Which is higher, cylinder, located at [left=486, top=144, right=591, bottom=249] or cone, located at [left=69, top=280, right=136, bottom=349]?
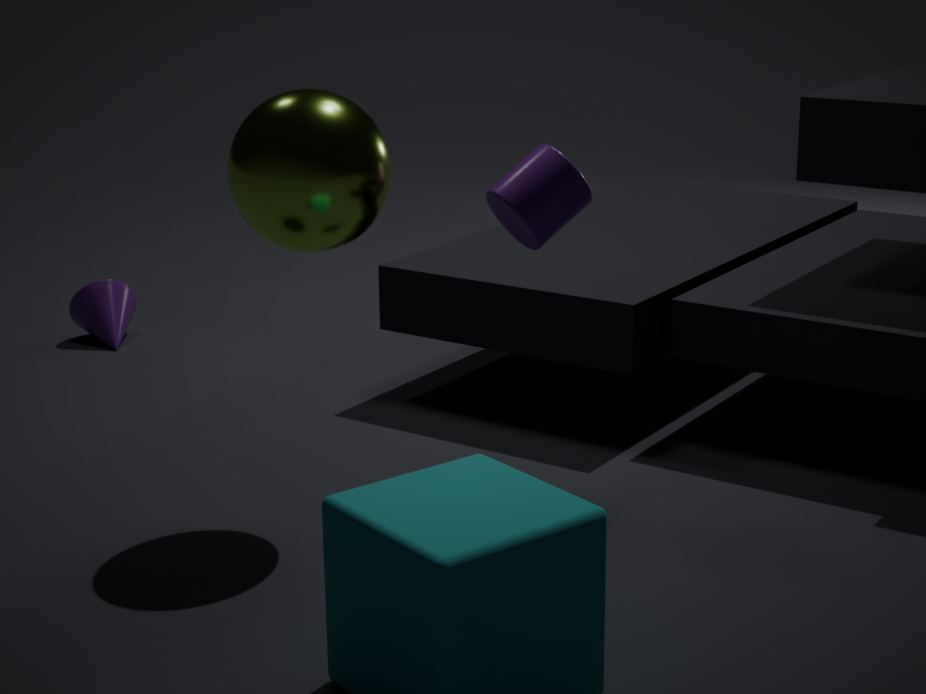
cylinder, located at [left=486, top=144, right=591, bottom=249]
